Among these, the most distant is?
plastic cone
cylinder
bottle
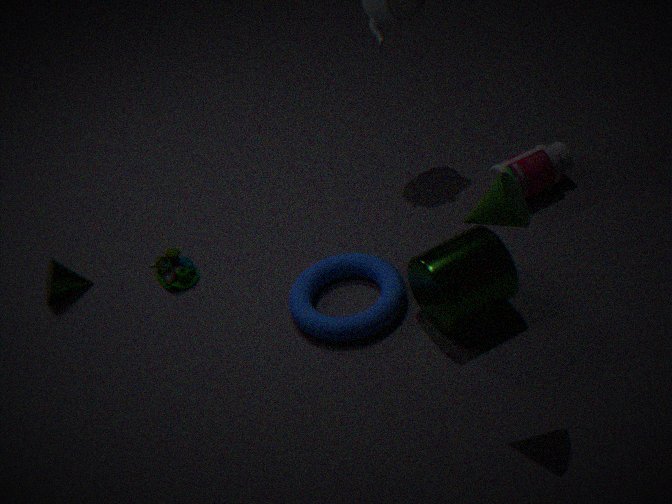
bottle
